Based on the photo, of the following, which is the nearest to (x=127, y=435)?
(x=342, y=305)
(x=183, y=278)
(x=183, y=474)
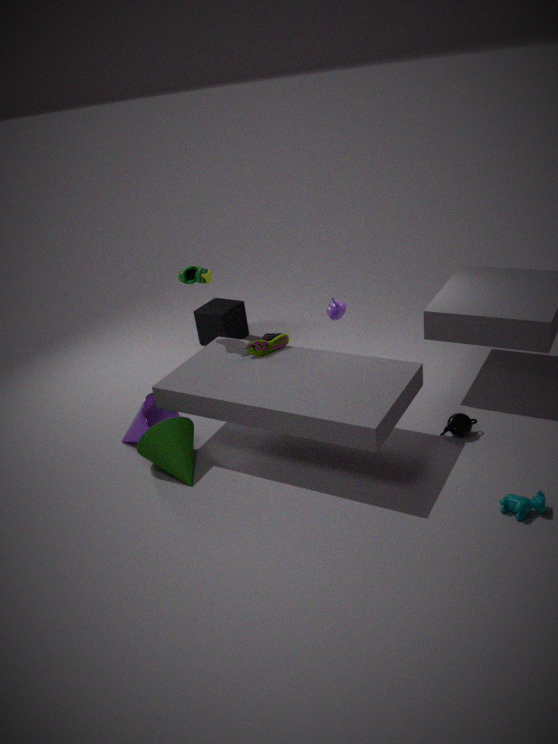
(x=183, y=474)
